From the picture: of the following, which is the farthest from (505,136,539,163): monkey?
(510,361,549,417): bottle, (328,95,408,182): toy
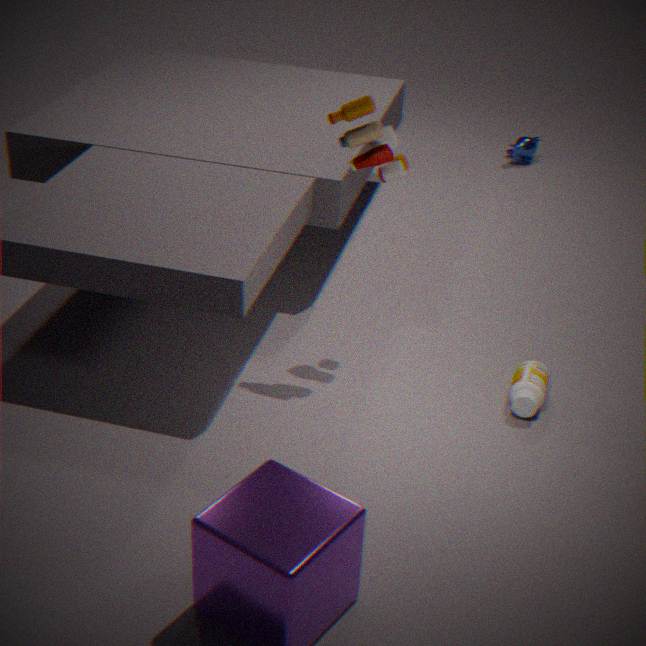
(510,361,549,417): bottle
